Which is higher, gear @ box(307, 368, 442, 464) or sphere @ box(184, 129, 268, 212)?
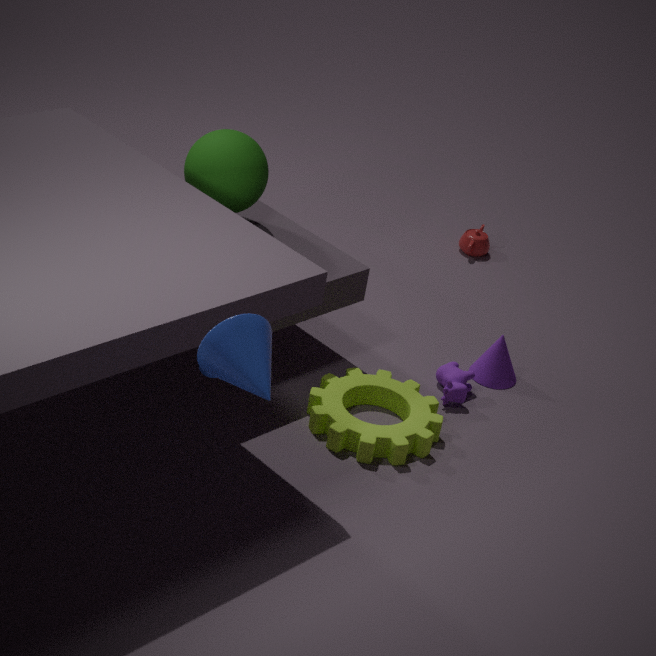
sphere @ box(184, 129, 268, 212)
